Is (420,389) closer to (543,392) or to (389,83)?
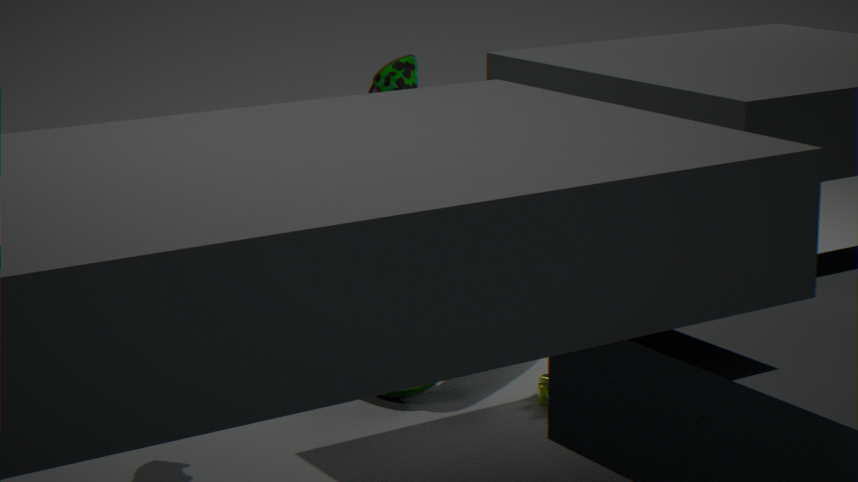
(389,83)
